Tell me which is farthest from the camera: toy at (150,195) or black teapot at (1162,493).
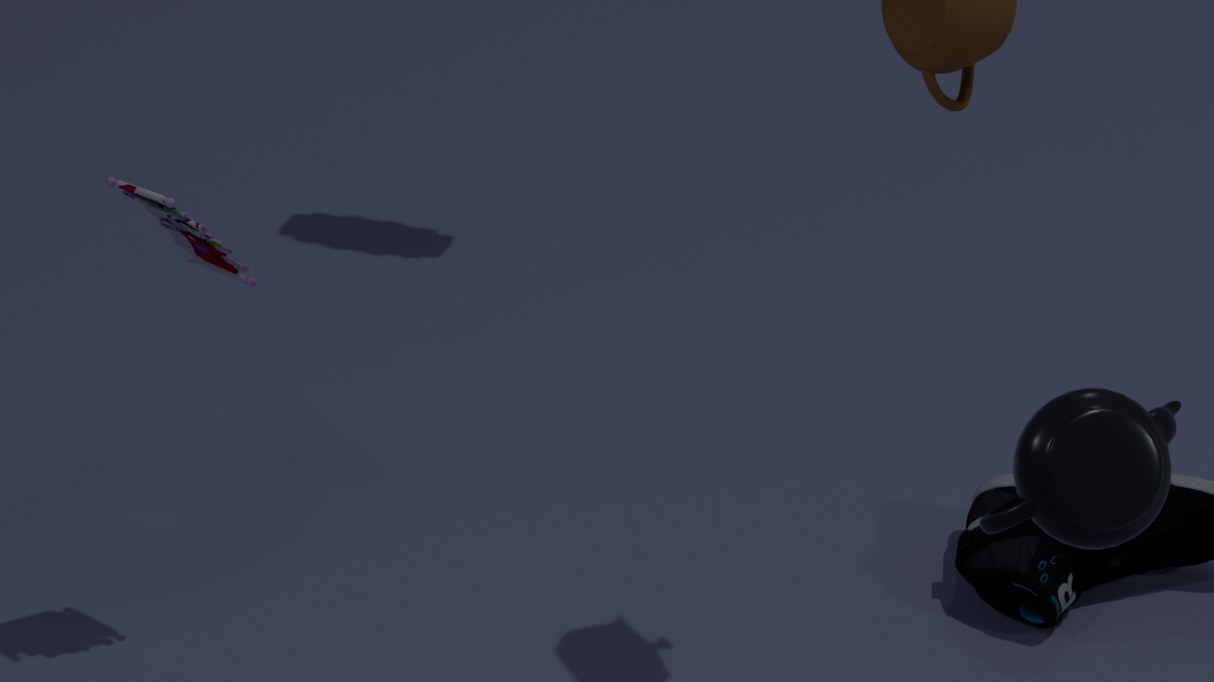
toy at (150,195)
